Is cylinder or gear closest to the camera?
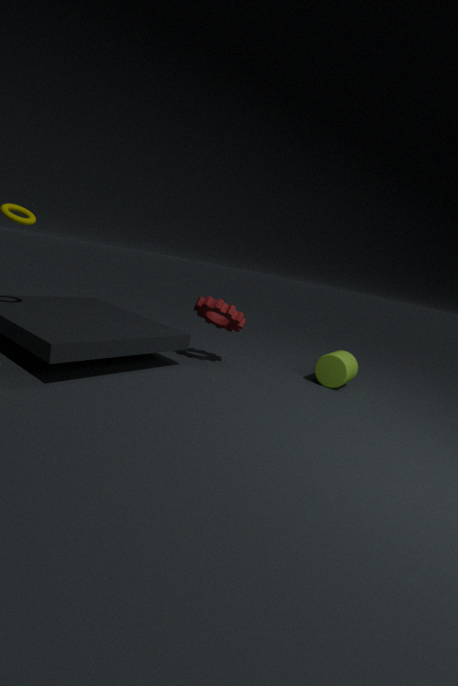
gear
